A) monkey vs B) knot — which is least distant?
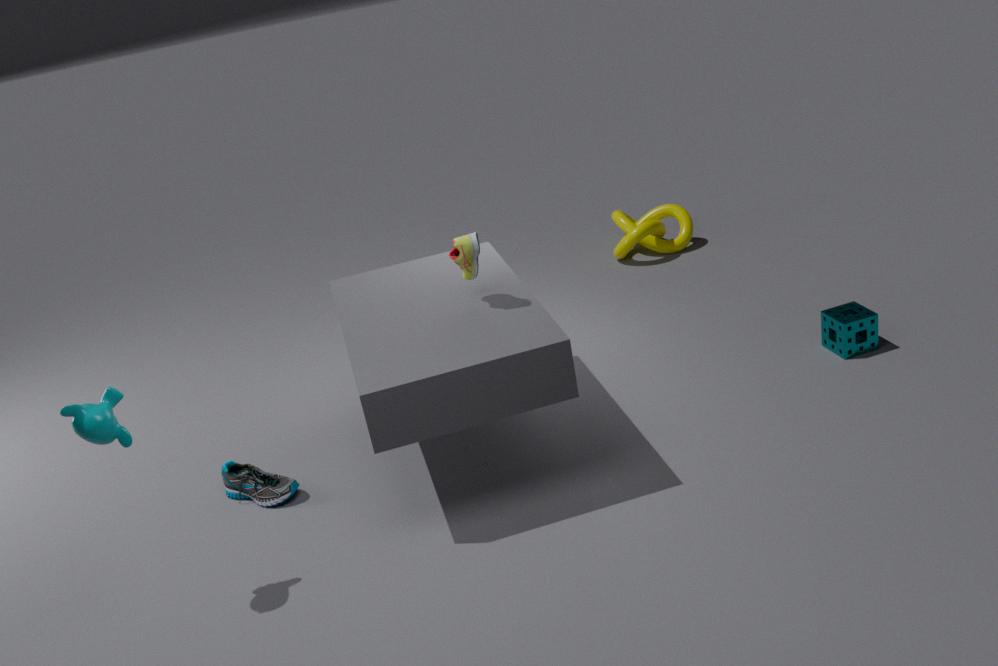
A. monkey
